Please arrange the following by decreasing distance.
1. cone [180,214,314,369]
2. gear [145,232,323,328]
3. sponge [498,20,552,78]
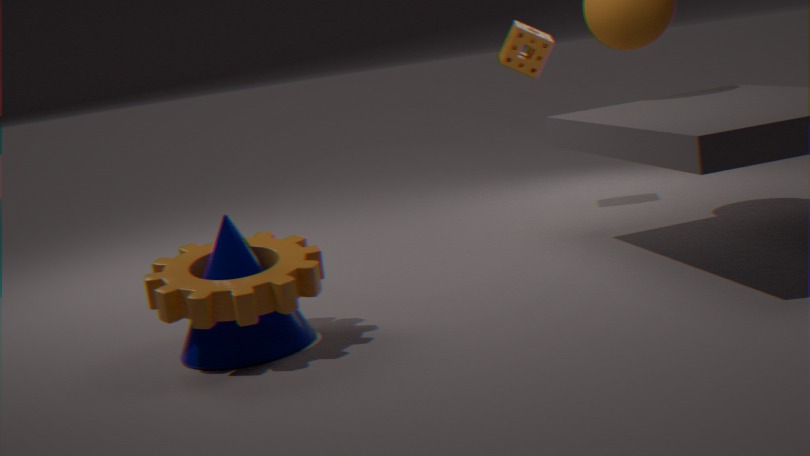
1. sponge [498,20,552,78]
2. cone [180,214,314,369]
3. gear [145,232,323,328]
